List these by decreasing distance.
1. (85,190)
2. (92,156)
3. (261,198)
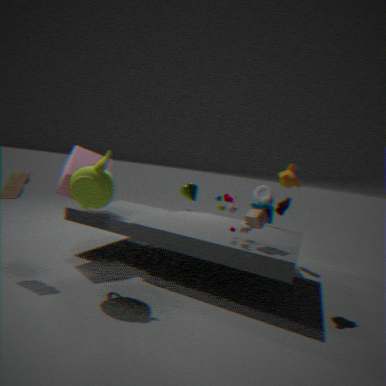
(261,198) → (92,156) → (85,190)
